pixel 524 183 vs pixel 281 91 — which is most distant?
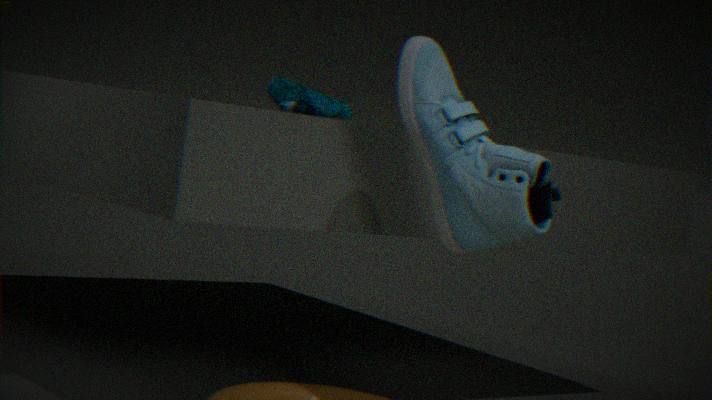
pixel 281 91
